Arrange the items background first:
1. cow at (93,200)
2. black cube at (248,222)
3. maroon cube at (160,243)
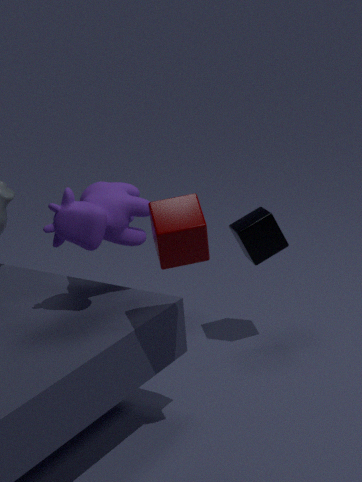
black cube at (248,222) < cow at (93,200) < maroon cube at (160,243)
